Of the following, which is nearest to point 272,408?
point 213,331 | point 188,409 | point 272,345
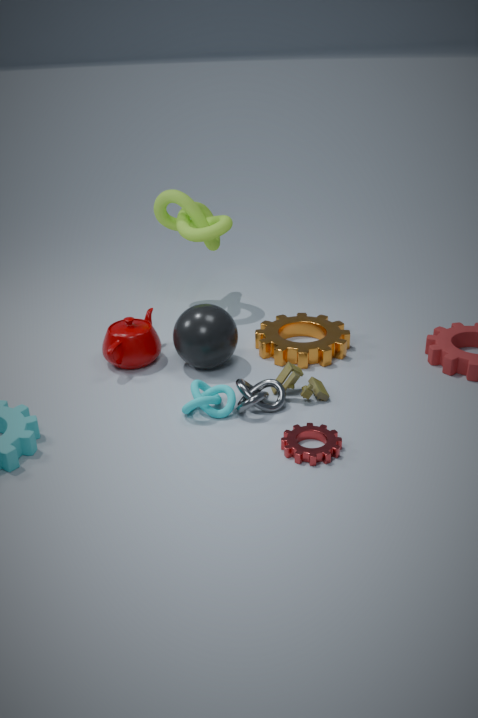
point 188,409
